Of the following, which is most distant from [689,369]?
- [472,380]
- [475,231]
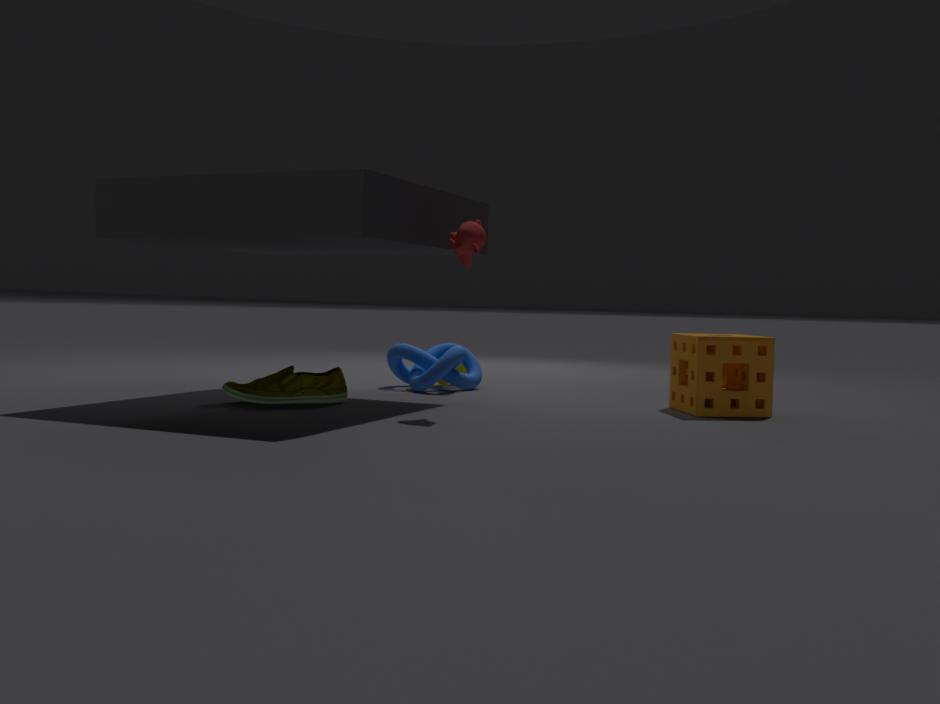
[472,380]
